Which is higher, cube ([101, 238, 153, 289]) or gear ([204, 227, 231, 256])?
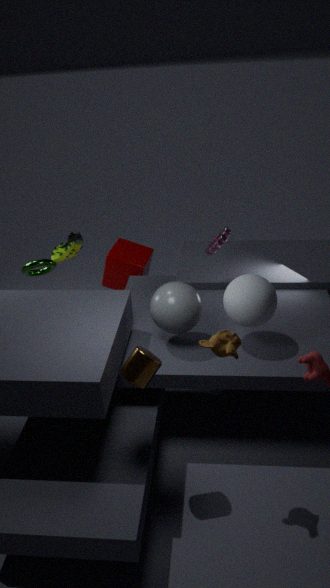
gear ([204, 227, 231, 256])
